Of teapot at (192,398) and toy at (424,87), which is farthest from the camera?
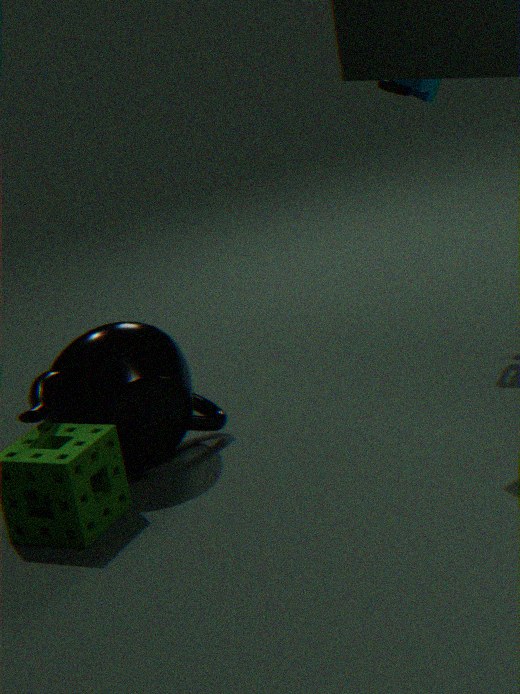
toy at (424,87)
